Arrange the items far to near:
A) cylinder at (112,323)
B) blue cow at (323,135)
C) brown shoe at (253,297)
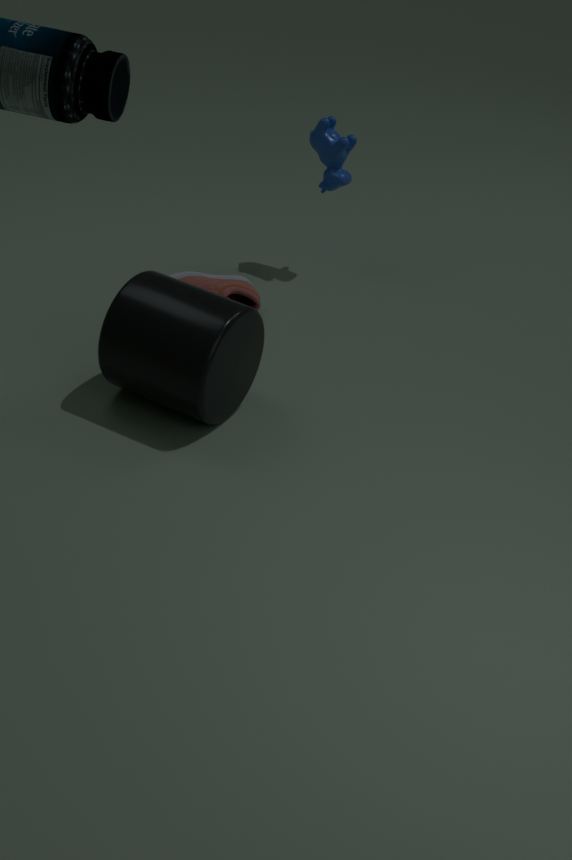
blue cow at (323,135)
brown shoe at (253,297)
cylinder at (112,323)
